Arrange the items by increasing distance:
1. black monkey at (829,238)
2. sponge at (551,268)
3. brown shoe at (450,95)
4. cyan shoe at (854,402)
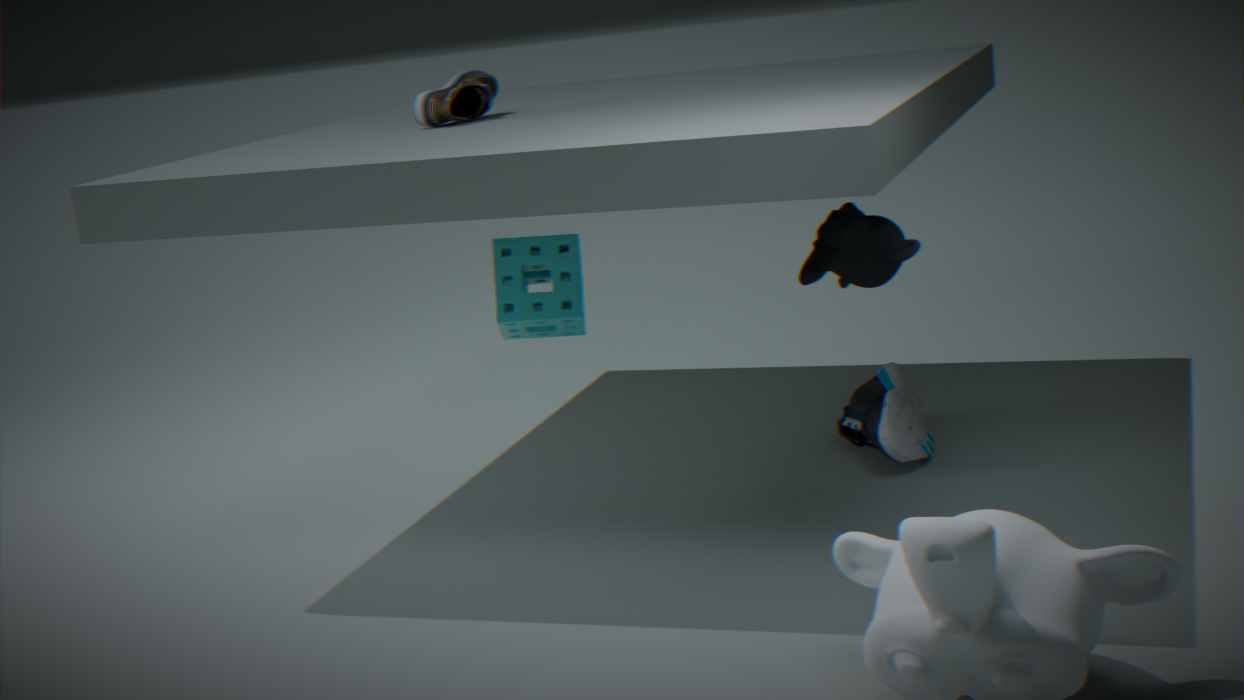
black monkey at (829,238) → cyan shoe at (854,402) → sponge at (551,268) → brown shoe at (450,95)
